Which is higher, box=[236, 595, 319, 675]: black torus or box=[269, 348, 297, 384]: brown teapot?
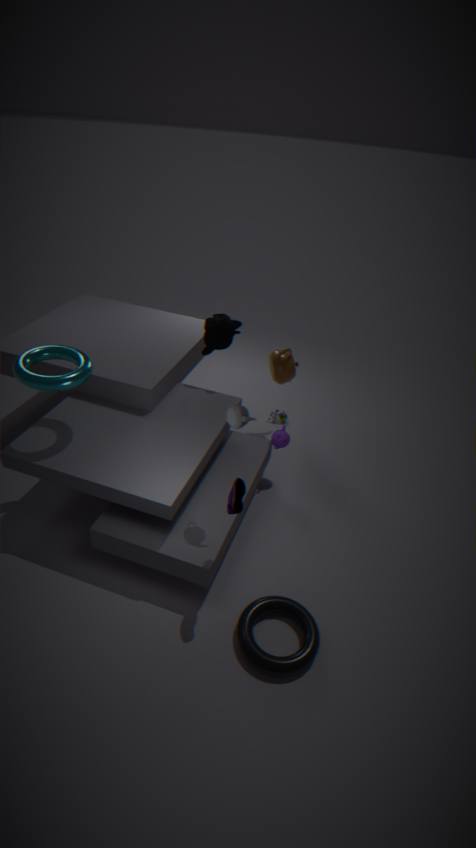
box=[269, 348, 297, 384]: brown teapot
